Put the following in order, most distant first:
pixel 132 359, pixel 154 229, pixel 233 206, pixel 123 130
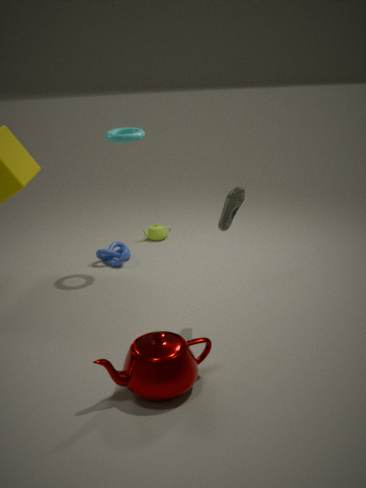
pixel 154 229, pixel 123 130, pixel 233 206, pixel 132 359
